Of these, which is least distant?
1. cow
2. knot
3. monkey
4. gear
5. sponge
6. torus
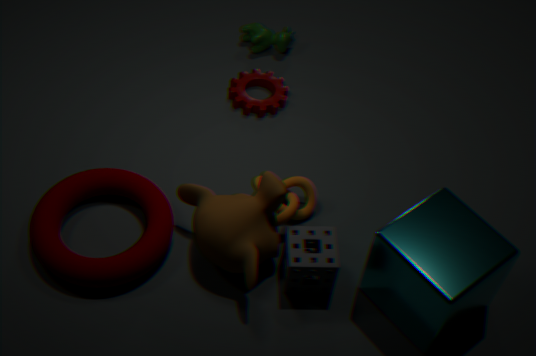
monkey
